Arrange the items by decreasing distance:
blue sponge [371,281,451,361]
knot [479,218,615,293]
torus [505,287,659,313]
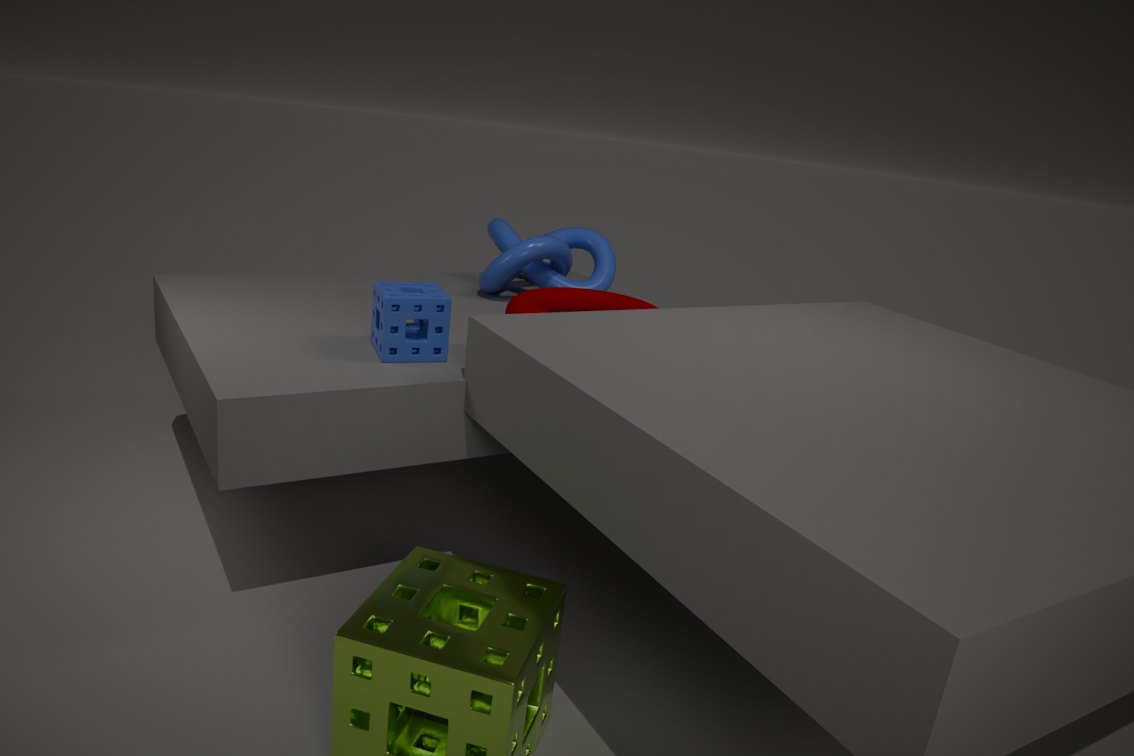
knot [479,218,615,293], torus [505,287,659,313], blue sponge [371,281,451,361]
